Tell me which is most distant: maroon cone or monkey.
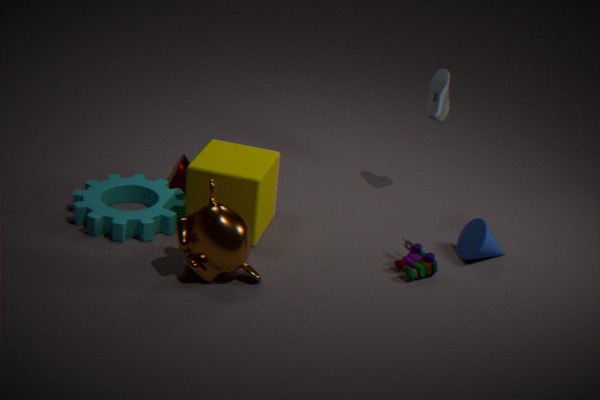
maroon cone
